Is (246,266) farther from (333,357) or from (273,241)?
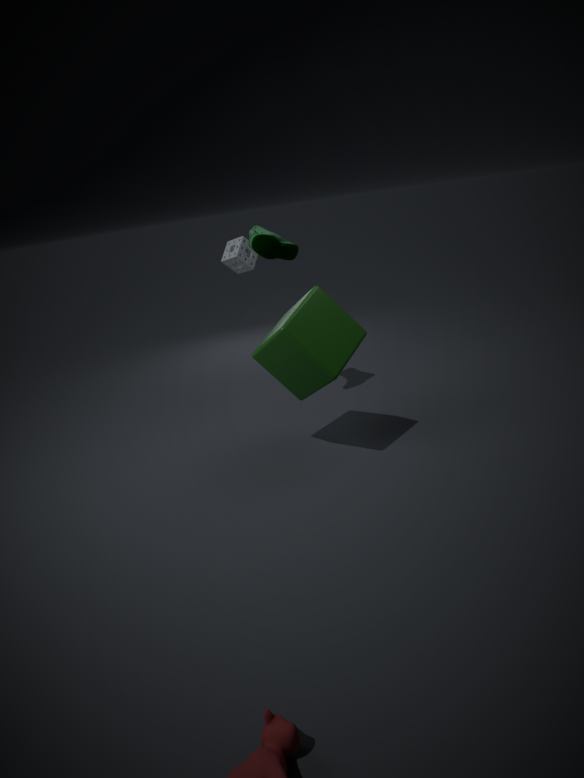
(333,357)
